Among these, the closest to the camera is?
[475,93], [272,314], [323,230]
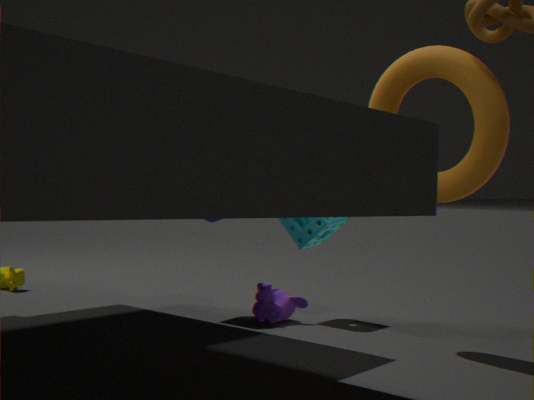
[475,93]
